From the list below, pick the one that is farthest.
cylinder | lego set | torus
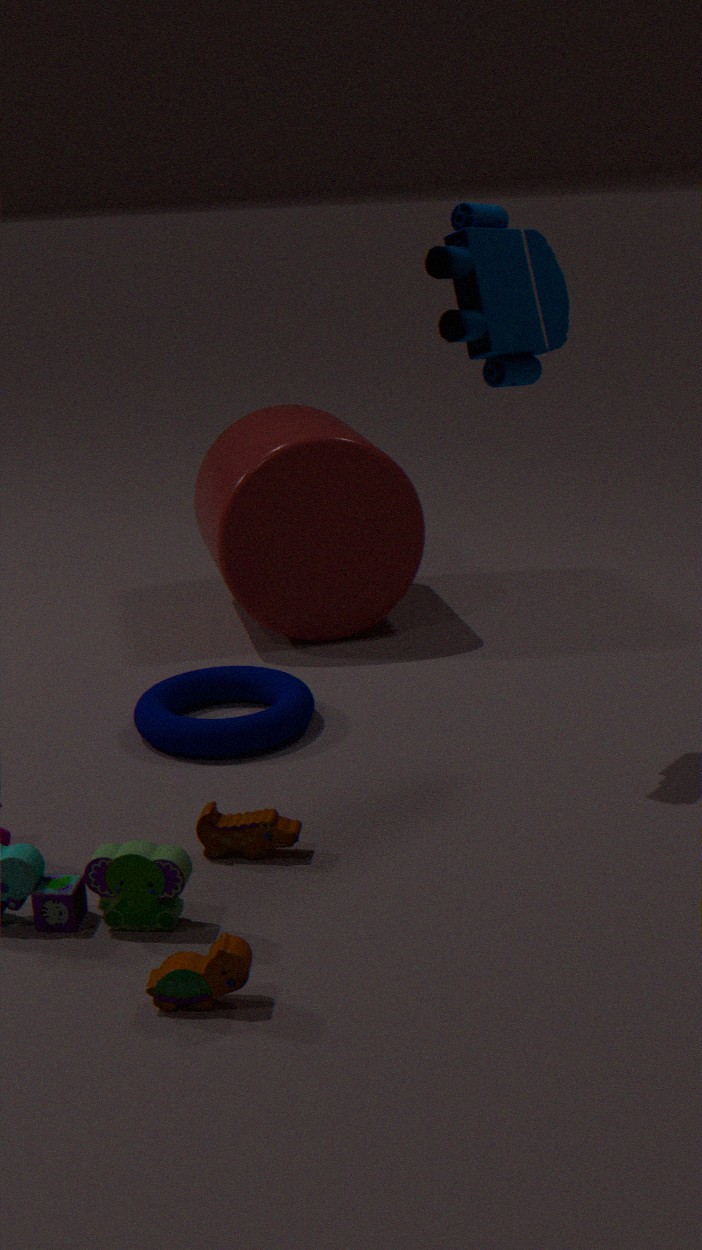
cylinder
